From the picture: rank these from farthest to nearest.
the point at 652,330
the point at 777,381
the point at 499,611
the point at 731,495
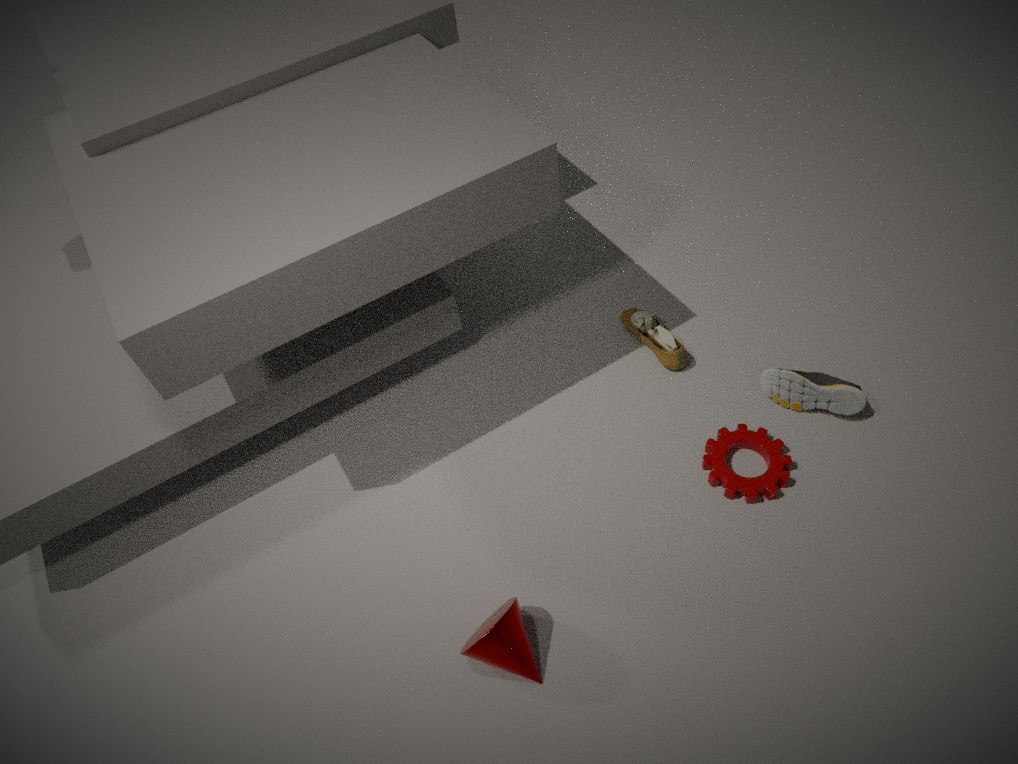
the point at 652,330
the point at 777,381
the point at 731,495
the point at 499,611
